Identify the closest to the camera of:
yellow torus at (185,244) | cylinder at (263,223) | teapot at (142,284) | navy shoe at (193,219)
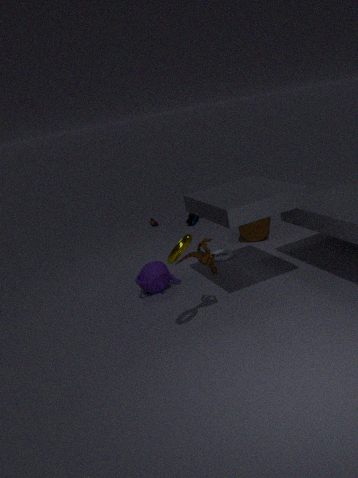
yellow torus at (185,244)
